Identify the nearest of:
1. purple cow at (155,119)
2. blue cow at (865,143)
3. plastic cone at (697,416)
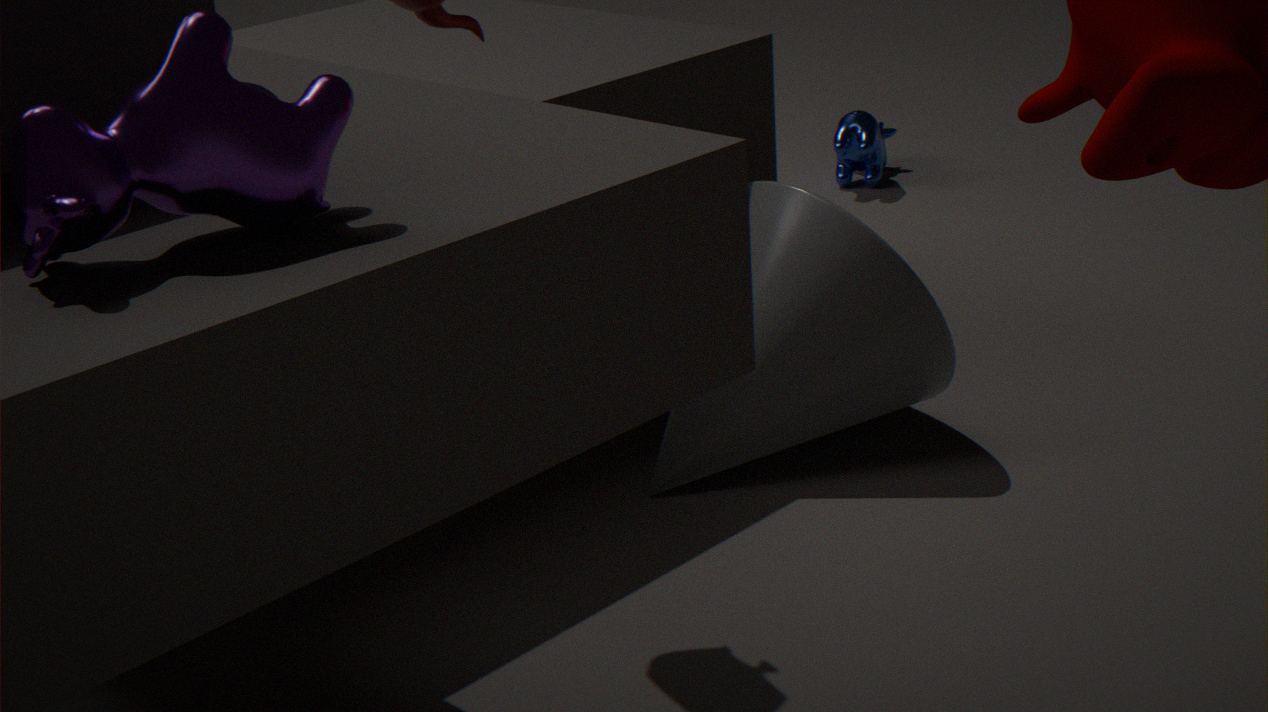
purple cow at (155,119)
